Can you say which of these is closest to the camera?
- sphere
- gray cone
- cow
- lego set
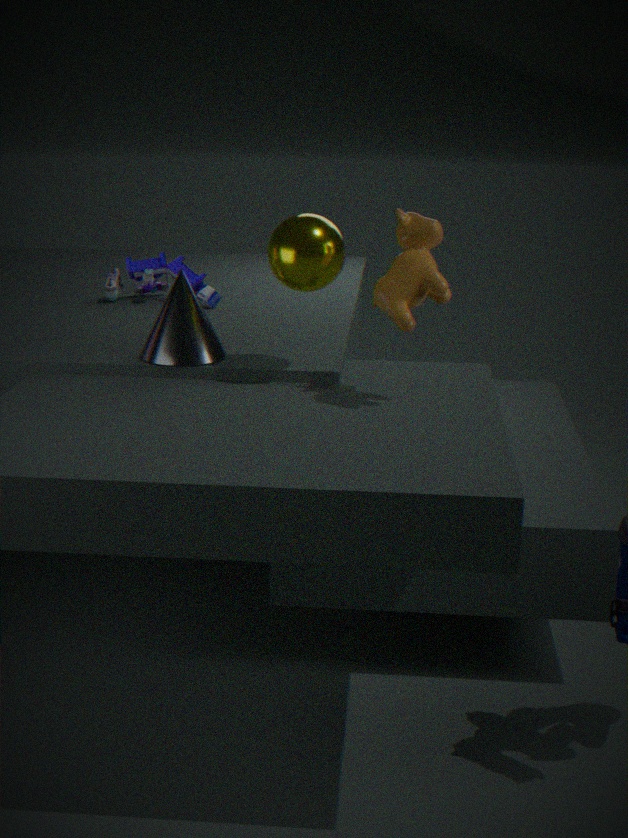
cow
